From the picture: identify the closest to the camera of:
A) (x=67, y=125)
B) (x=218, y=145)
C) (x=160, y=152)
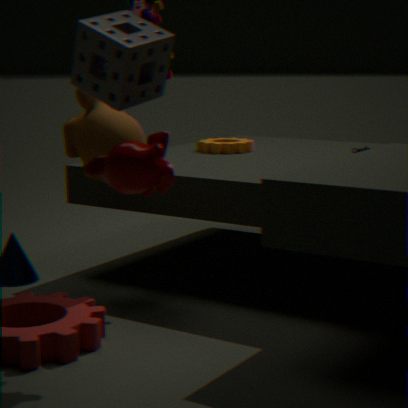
(x=160, y=152)
